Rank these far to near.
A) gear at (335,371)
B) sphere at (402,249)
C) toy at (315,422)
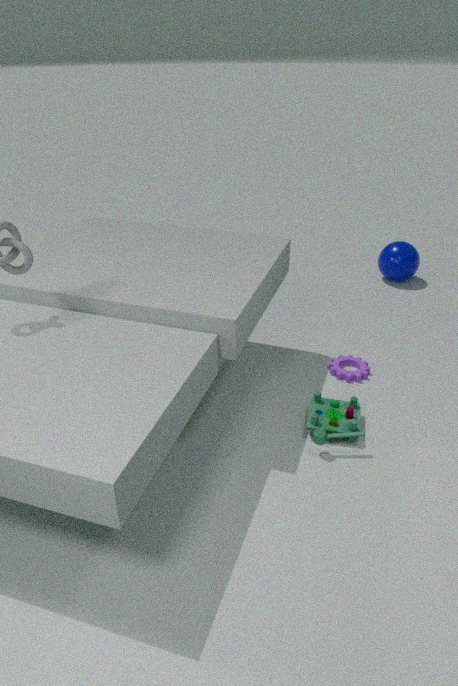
sphere at (402,249)
gear at (335,371)
toy at (315,422)
